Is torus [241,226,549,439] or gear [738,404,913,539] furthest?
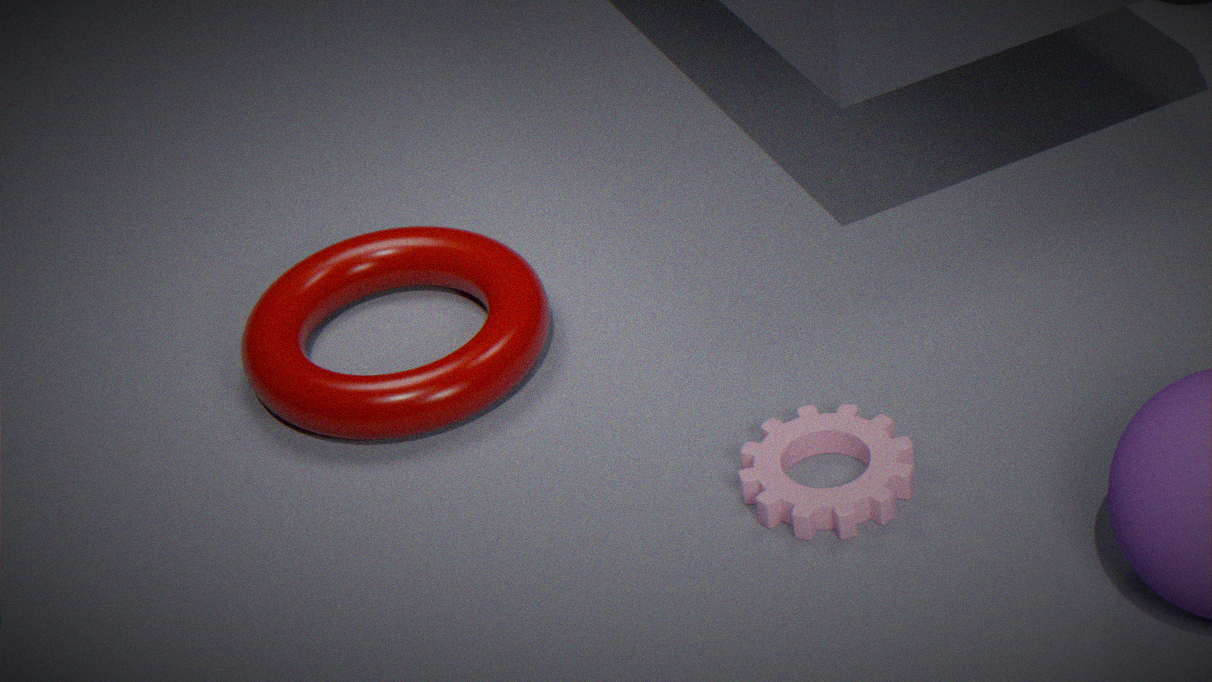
torus [241,226,549,439]
